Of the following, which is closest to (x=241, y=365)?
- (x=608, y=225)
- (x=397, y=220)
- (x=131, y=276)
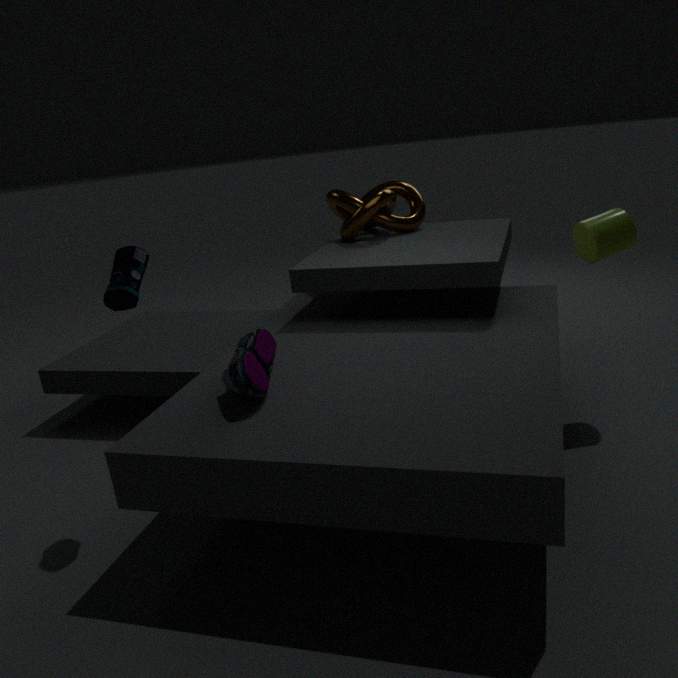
(x=131, y=276)
